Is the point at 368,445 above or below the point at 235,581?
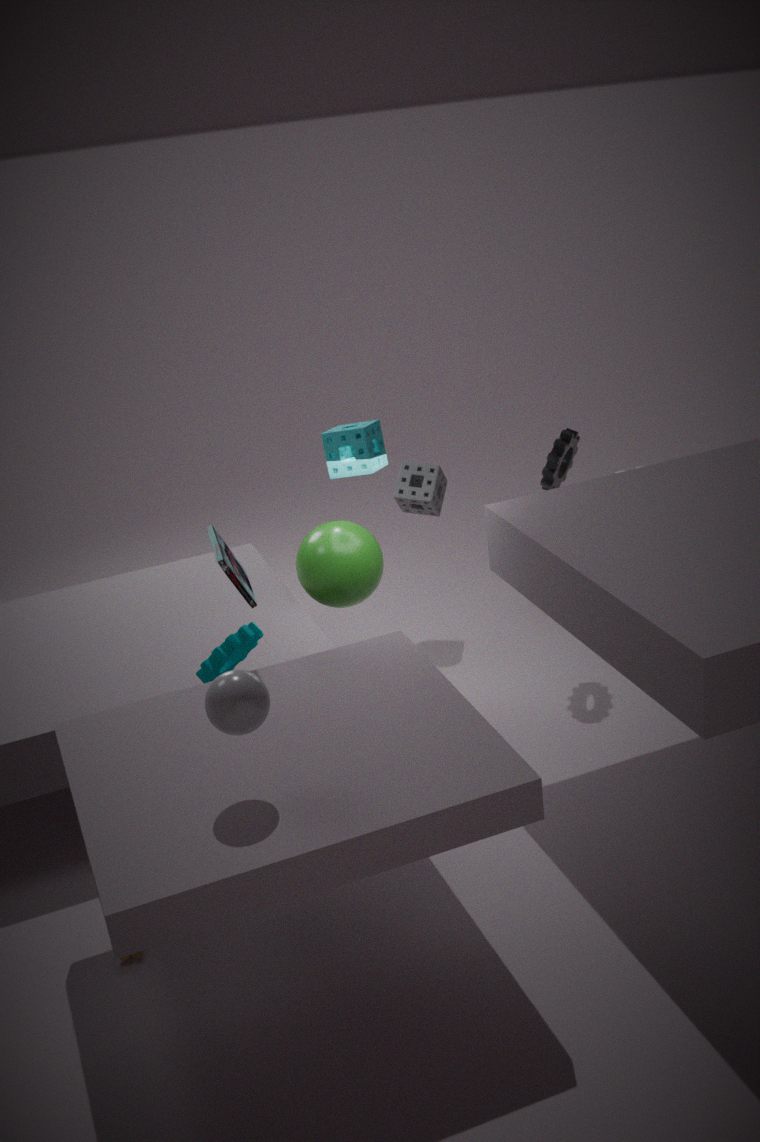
above
